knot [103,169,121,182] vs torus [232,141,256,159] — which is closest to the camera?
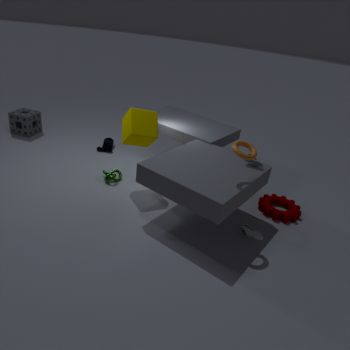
torus [232,141,256,159]
